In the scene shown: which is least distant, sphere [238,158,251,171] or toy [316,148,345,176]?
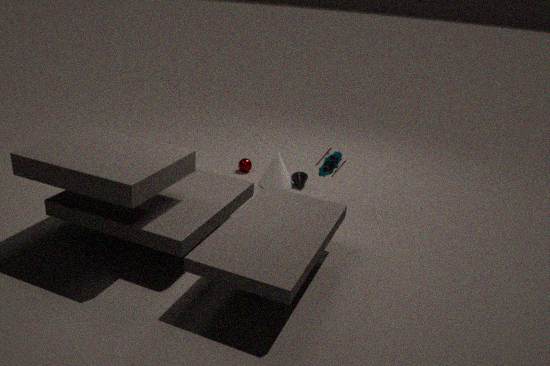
toy [316,148,345,176]
